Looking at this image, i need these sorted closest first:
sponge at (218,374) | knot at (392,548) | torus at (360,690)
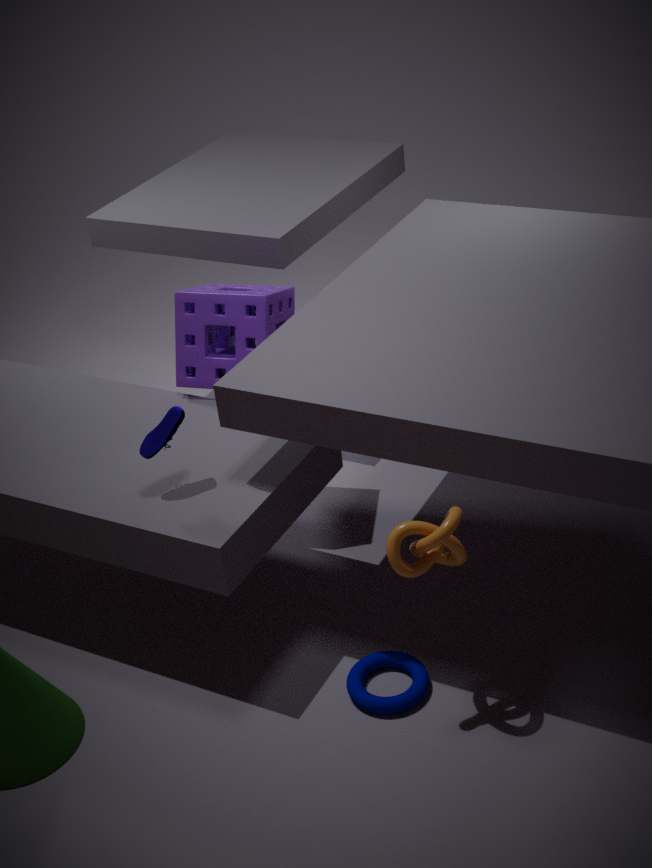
1. knot at (392,548)
2. torus at (360,690)
3. sponge at (218,374)
